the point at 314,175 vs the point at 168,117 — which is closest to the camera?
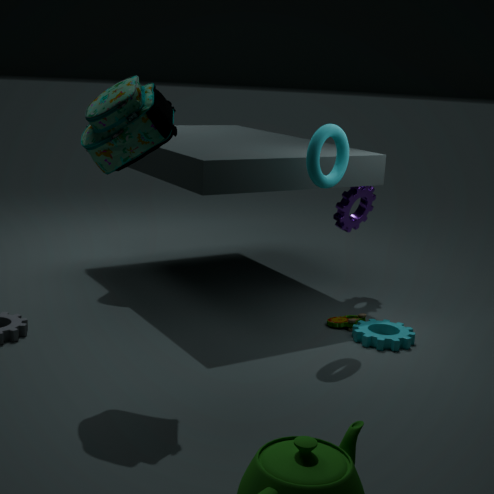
the point at 168,117
